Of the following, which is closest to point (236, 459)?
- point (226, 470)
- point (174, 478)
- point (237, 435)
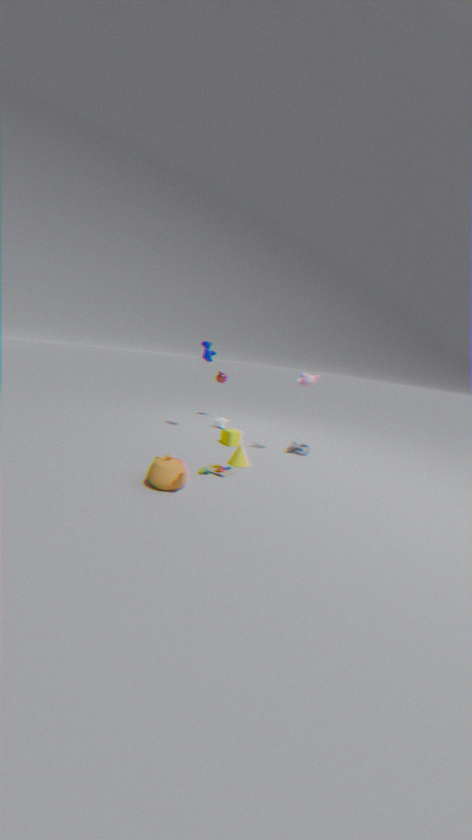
point (226, 470)
